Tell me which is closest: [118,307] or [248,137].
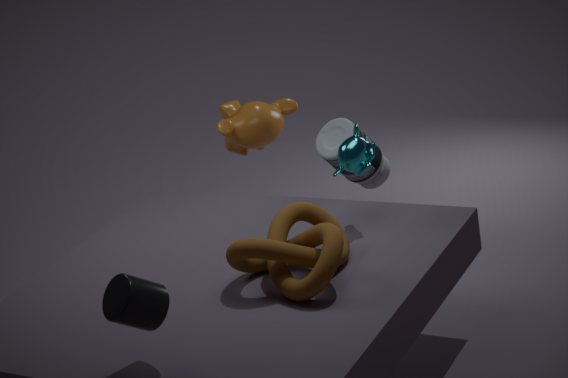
[118,307]
